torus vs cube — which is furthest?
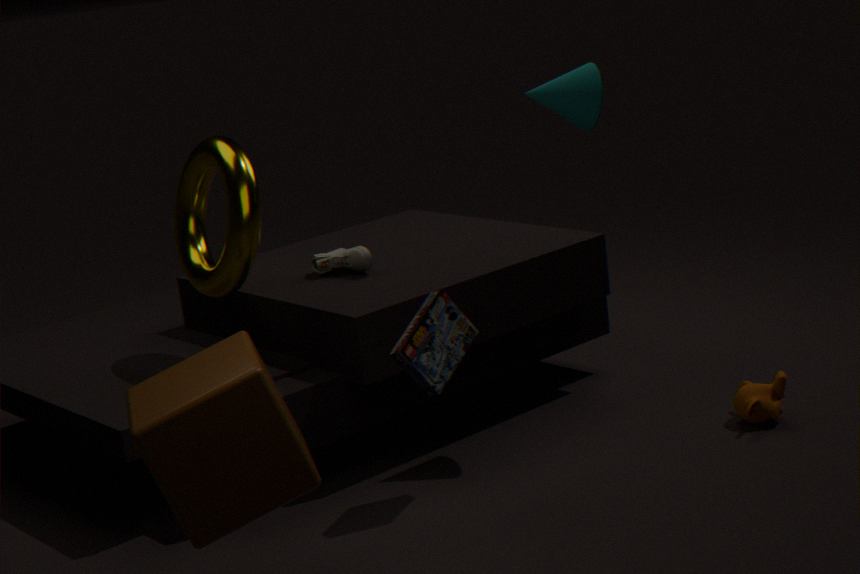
torus
